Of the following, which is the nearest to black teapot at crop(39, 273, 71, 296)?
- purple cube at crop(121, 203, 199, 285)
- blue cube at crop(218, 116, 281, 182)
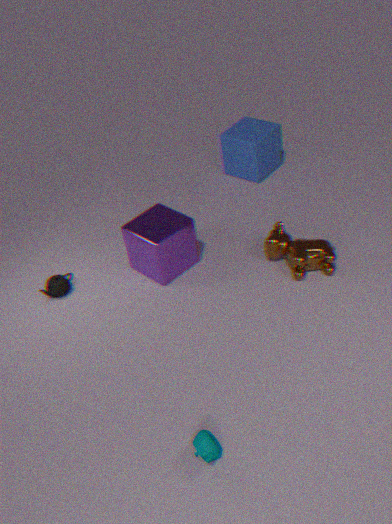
purple cube at crop(121, 203, 199, 285)
